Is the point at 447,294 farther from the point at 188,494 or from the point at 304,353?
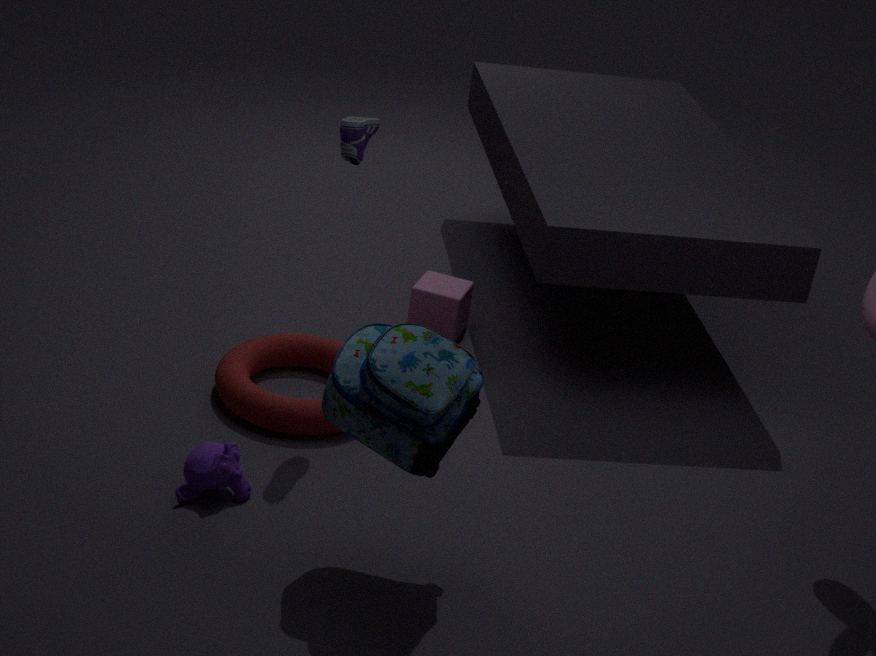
the point at 188,494
